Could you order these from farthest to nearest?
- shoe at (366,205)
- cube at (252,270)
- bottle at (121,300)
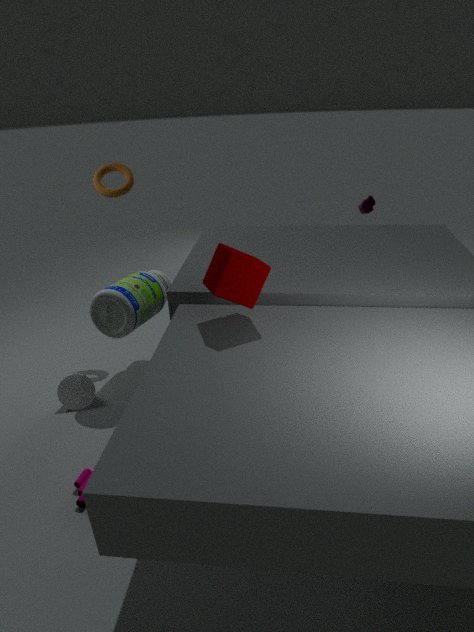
1. shoe at (366,205)
2. bottle at (121,300)
3. cube at (252,270)
